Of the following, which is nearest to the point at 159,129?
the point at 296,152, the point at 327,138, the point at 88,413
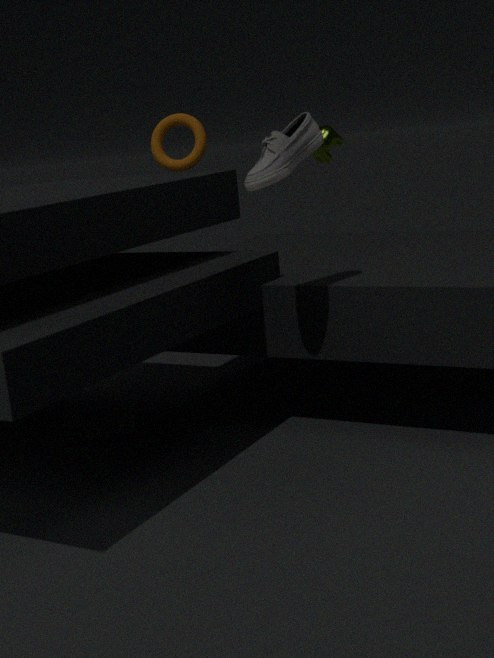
the point at 327,138
